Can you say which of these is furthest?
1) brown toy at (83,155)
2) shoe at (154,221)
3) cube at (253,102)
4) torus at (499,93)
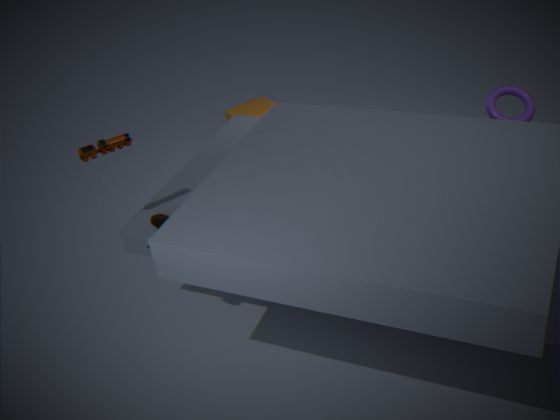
3
